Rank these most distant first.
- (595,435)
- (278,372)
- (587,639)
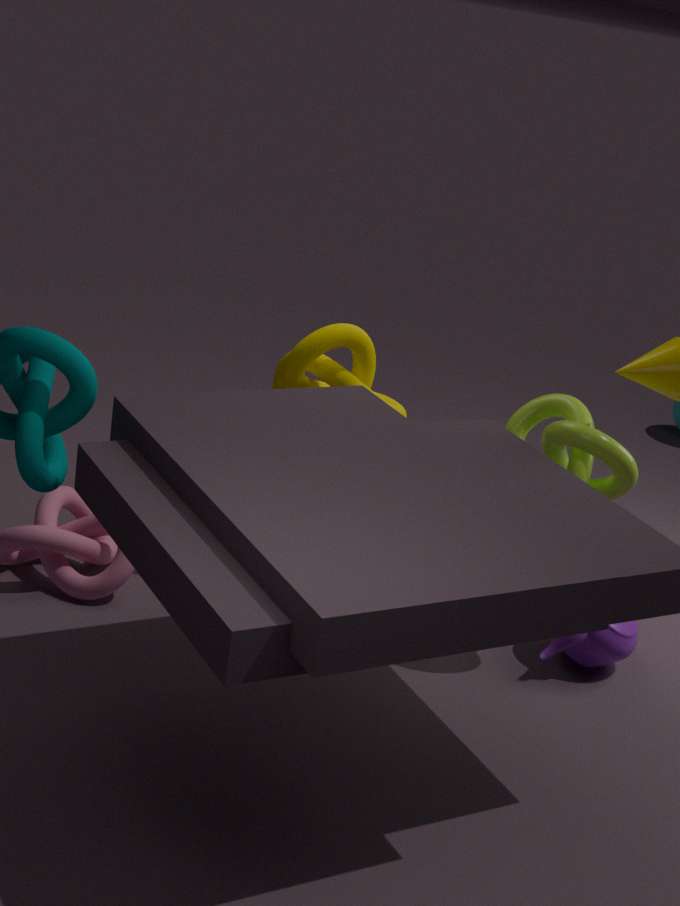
1. (278,372)
2. (587,639)
3. (595,435)
